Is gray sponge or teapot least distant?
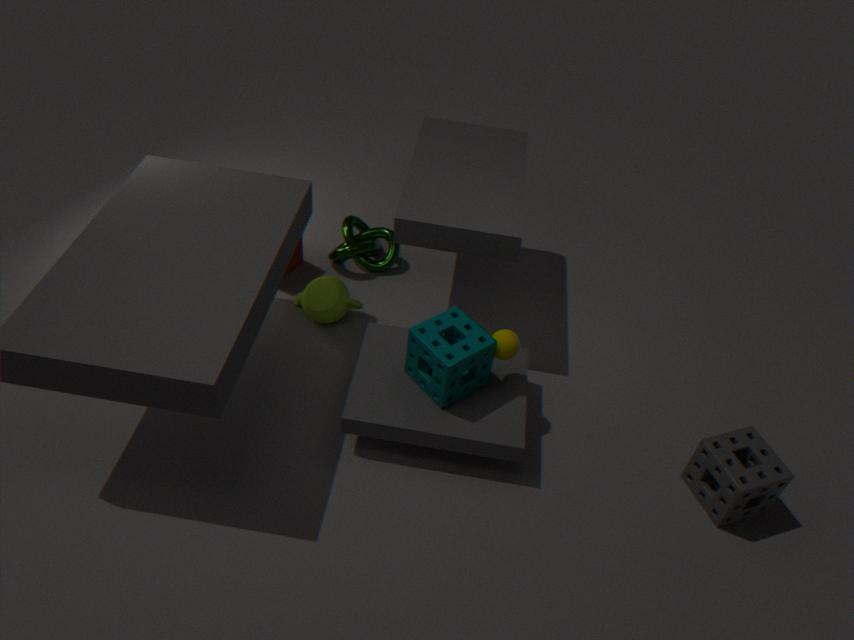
gray sponge
